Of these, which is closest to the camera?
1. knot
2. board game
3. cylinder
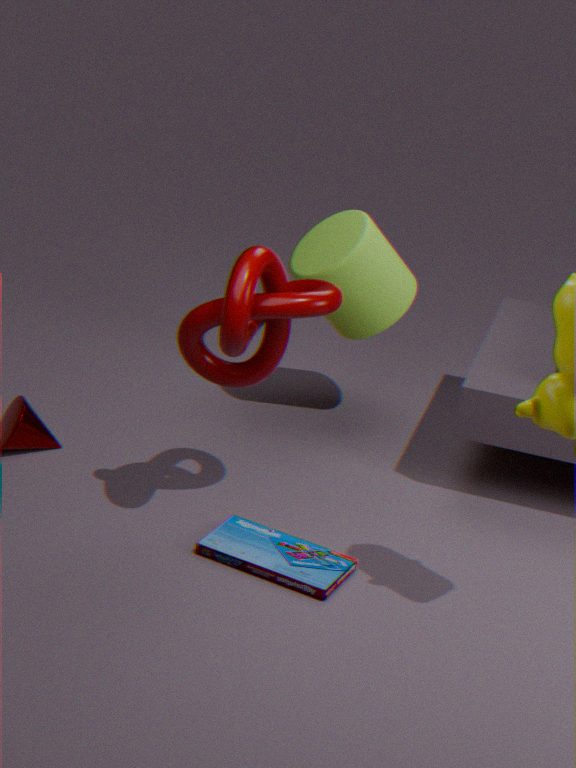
knot
